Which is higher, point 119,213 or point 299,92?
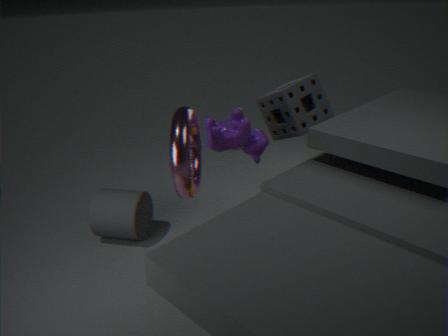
point 299,92
